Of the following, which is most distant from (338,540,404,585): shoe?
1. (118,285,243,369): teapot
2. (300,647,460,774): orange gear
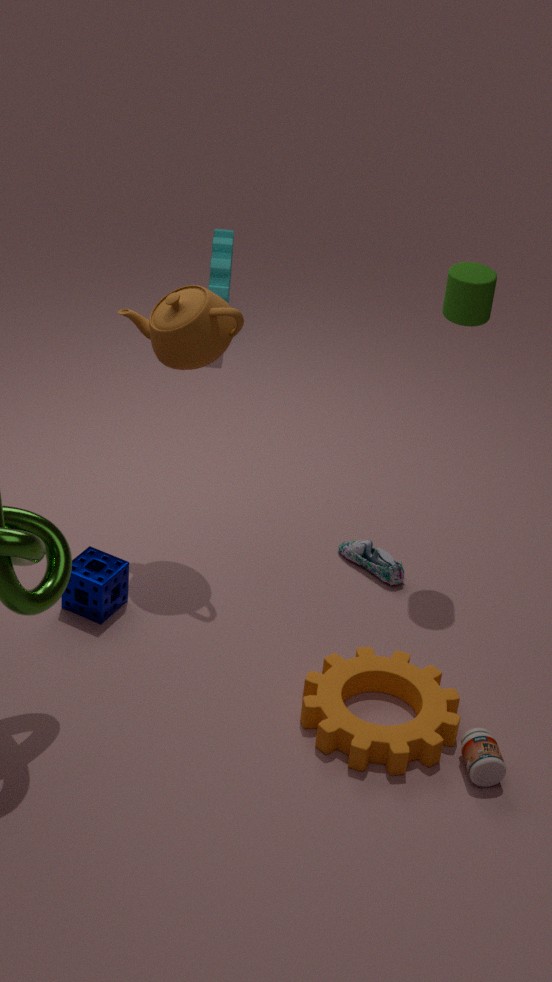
(118,285,243,369): teapot
